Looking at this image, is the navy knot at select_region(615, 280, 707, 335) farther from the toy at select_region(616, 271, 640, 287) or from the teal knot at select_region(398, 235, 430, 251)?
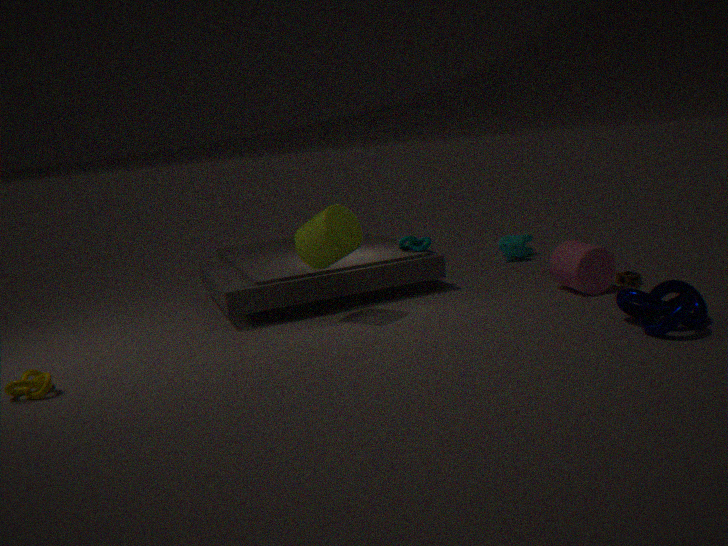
the teal knot at select_region(398, 235, 430, 251)
